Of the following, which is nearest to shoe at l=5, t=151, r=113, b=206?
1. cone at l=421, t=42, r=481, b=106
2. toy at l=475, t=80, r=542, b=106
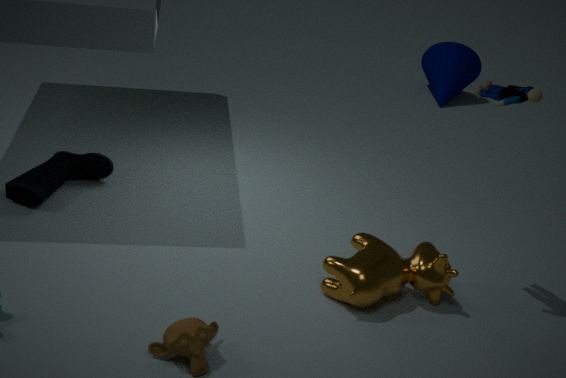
toy at l=475, t=80, r=542, b=106
